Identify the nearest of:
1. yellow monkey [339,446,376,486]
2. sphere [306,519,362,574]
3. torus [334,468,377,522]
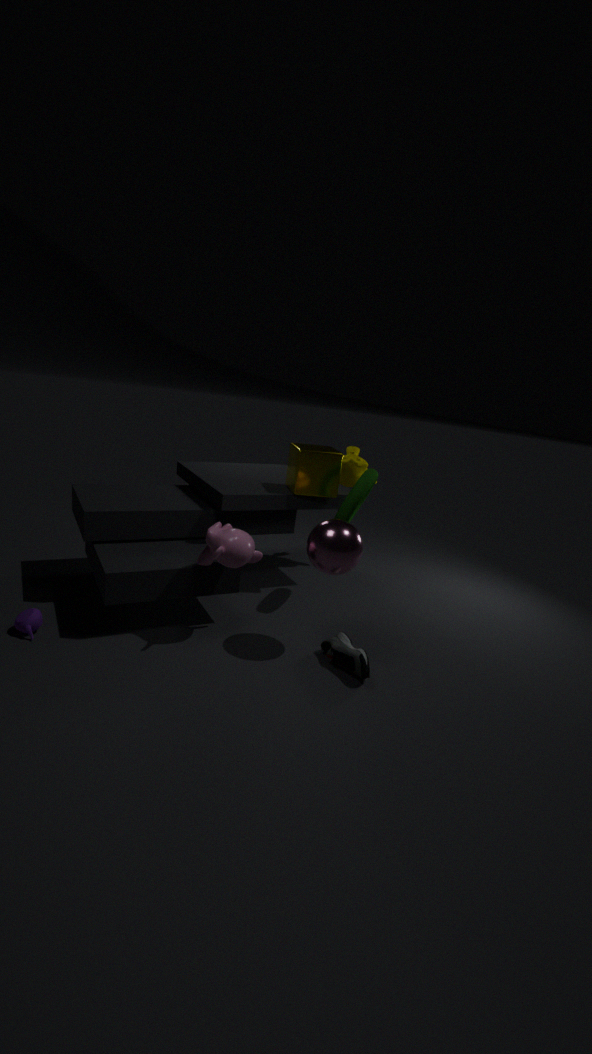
sphere [306,519,362,574]
